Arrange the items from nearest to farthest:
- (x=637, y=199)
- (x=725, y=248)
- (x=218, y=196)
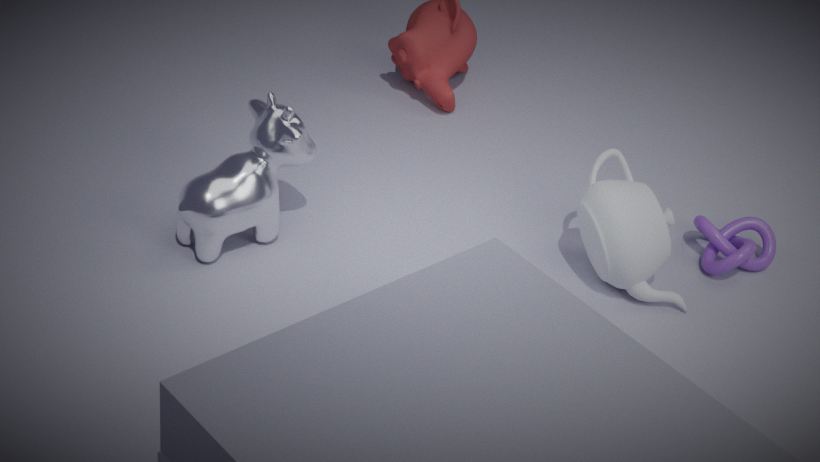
(x=218, y=196)
(x=637, y=199)
(x=725, y=248)
